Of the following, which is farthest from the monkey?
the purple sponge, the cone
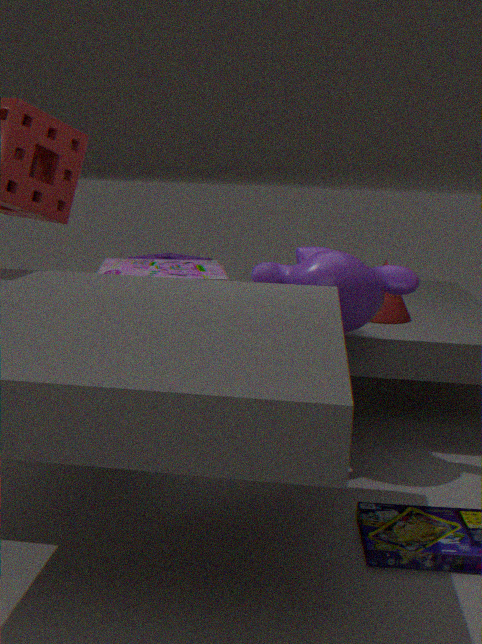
the purple sponge
